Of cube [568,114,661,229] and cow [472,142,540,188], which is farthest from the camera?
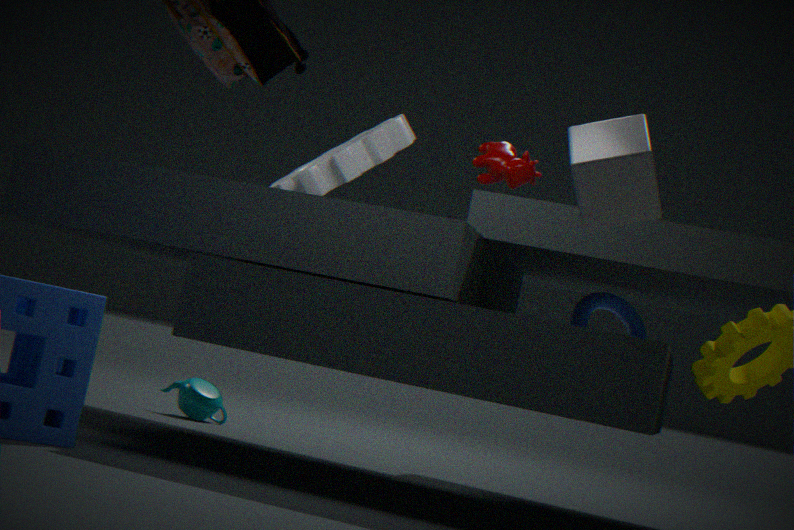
cow [472,142,540,188]
